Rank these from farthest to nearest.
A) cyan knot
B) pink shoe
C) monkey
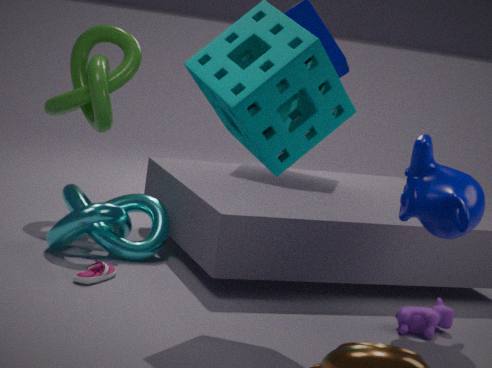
cyan knot < pink shoe < monkey
